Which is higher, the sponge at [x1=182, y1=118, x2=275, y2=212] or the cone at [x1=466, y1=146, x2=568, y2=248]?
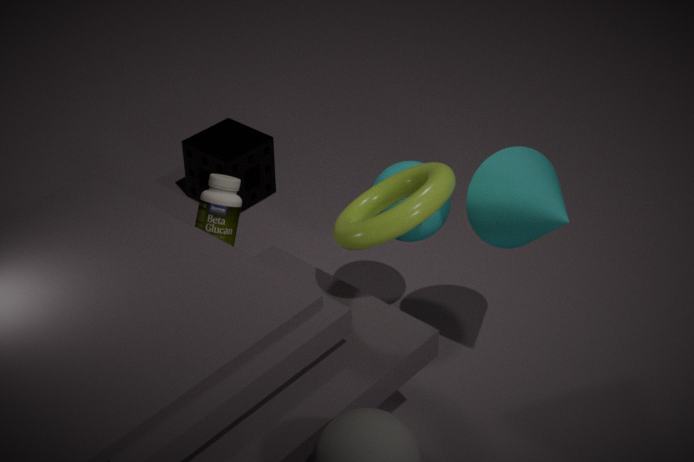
the cone at [x1=466, y1=146, x2=568, y2=248]
